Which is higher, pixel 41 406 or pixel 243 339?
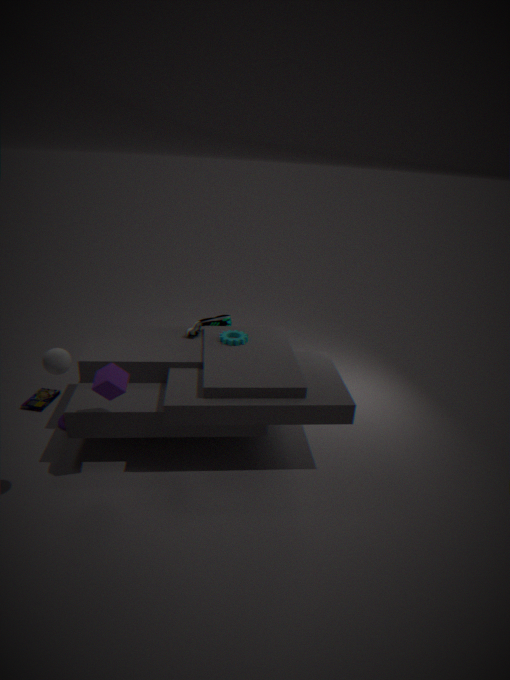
pixel 243 339
